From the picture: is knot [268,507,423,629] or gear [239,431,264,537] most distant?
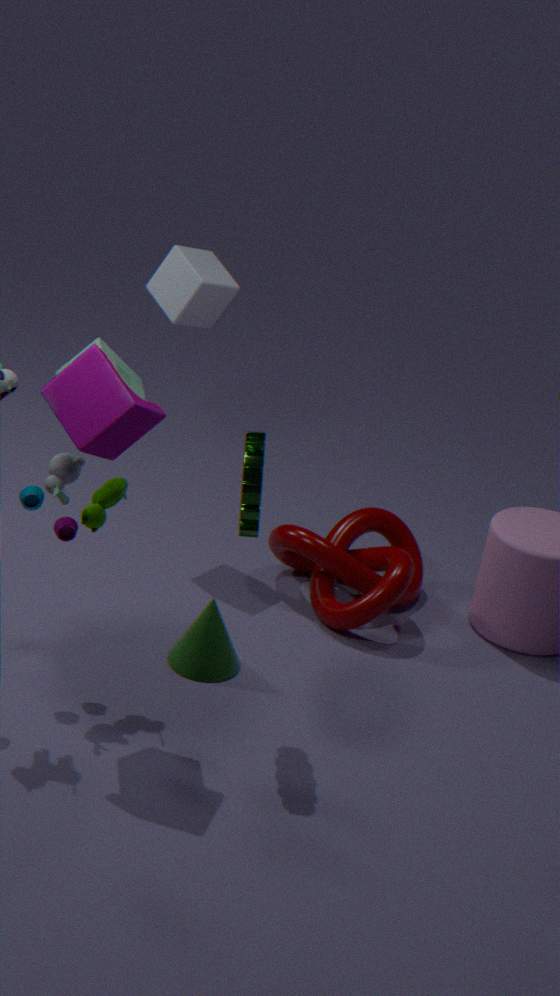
knot [268,507,423,629]
